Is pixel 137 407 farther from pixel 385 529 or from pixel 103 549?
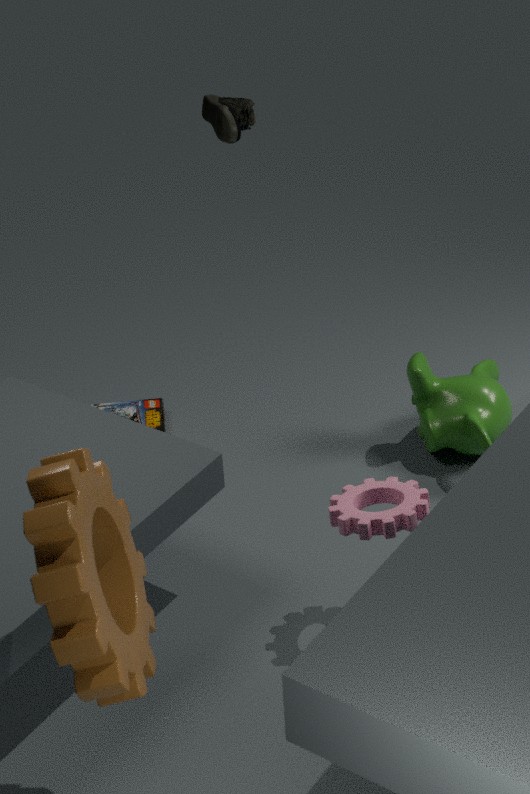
pixel 103 549
